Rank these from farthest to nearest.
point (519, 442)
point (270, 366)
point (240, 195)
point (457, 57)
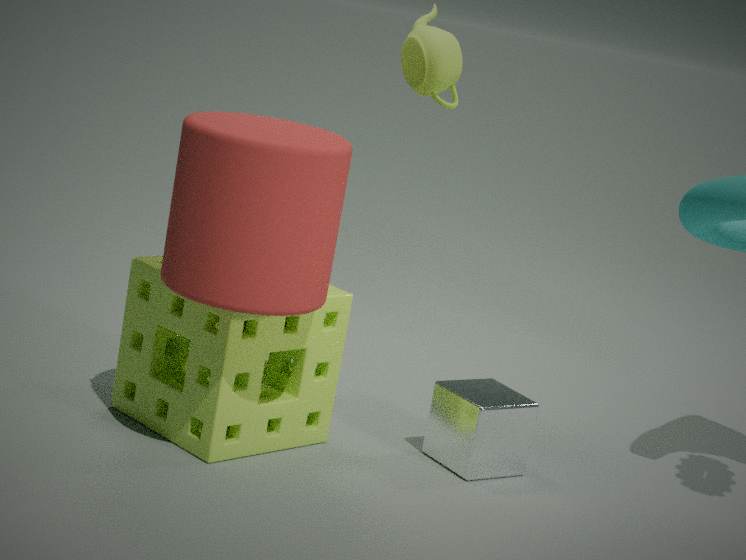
1. point (457, 57)
2. point (519, 442)
3. point (270, 366)
4. point (240, 195)
